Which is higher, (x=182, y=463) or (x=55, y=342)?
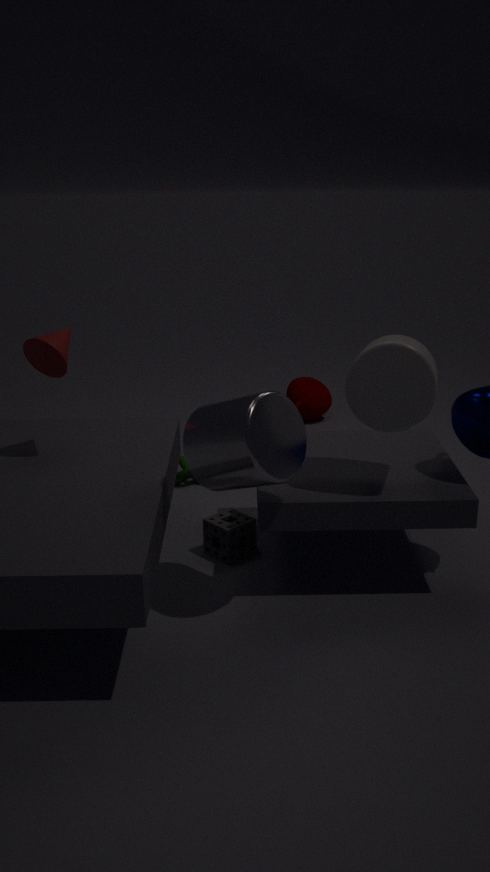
(x=55, y=342)
